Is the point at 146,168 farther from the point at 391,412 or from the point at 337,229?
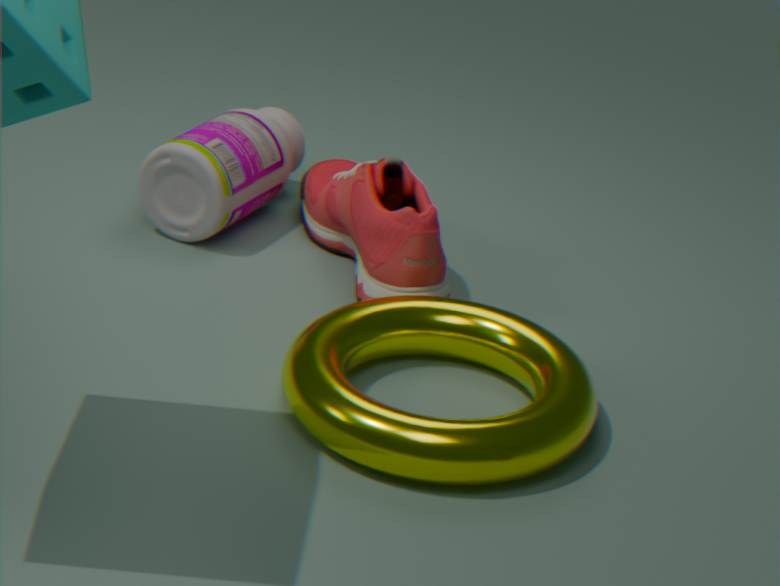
the point at 391,412
